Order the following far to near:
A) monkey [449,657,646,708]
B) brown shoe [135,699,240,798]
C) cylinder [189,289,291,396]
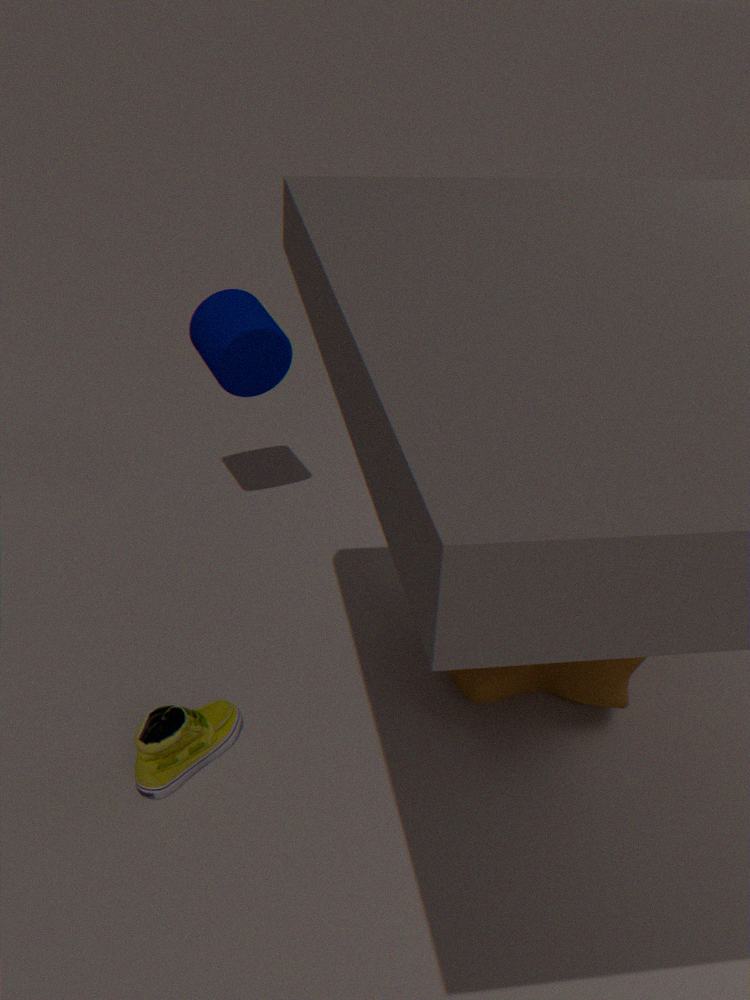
cylinder [189,289,291,396] < monkey [449,657,646,708] < brown shoe [135,699,240,798]
